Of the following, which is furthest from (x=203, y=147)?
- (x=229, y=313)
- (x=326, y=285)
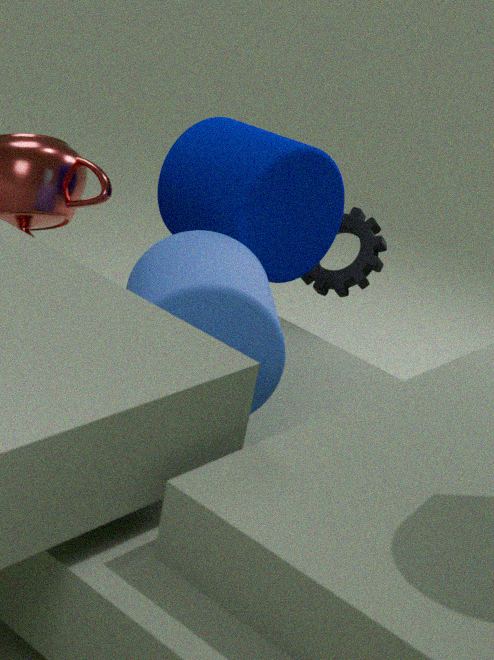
(x=229, y=313)
